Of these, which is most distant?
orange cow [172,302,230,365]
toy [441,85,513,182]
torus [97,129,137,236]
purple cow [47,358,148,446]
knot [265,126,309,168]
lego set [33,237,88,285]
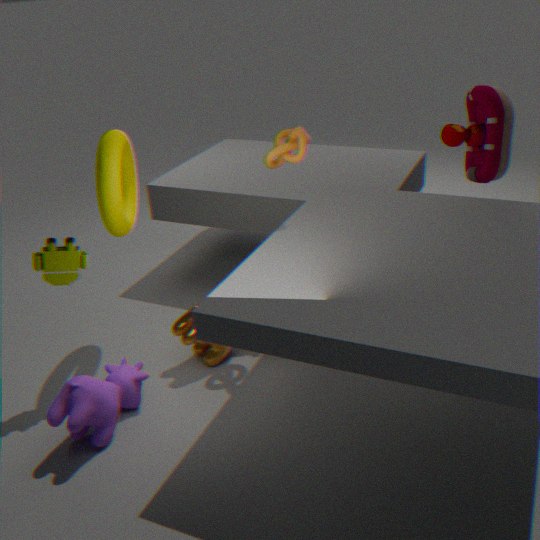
toy [441,85,513,182]
